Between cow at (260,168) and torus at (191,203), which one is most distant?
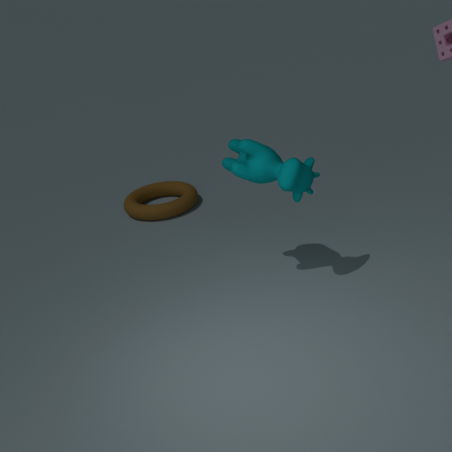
torus at (191,203)
